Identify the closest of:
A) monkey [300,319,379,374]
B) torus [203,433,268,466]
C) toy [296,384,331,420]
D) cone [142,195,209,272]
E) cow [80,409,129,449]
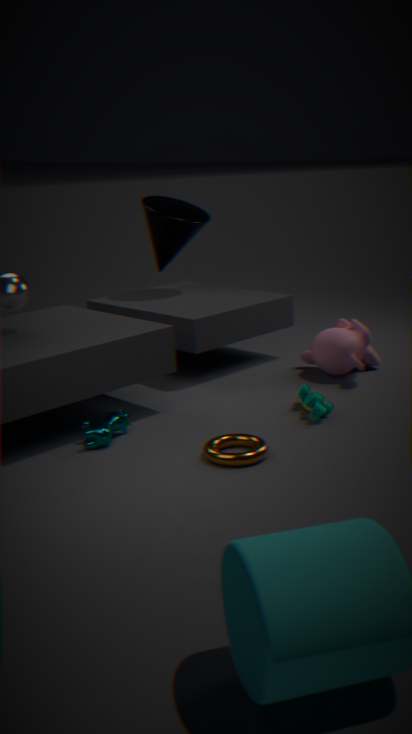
torus [203,433,268,466]
